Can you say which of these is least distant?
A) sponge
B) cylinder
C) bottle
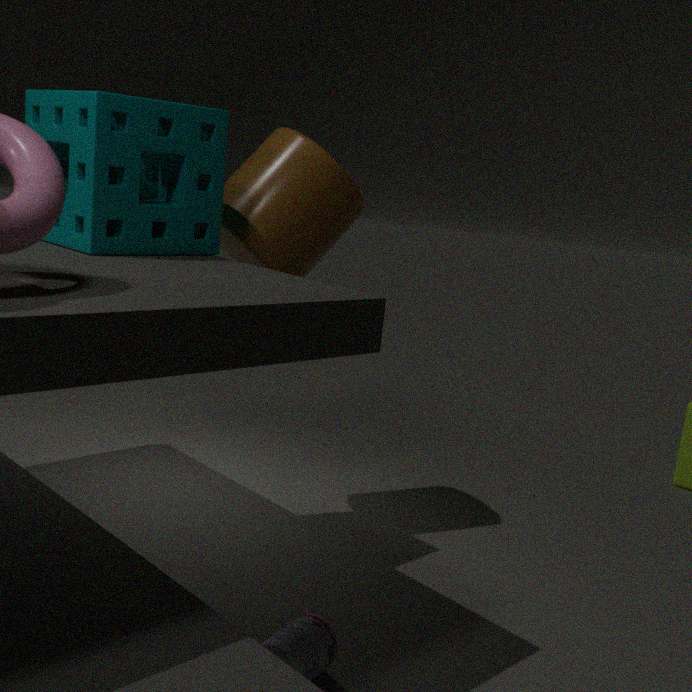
bottle
